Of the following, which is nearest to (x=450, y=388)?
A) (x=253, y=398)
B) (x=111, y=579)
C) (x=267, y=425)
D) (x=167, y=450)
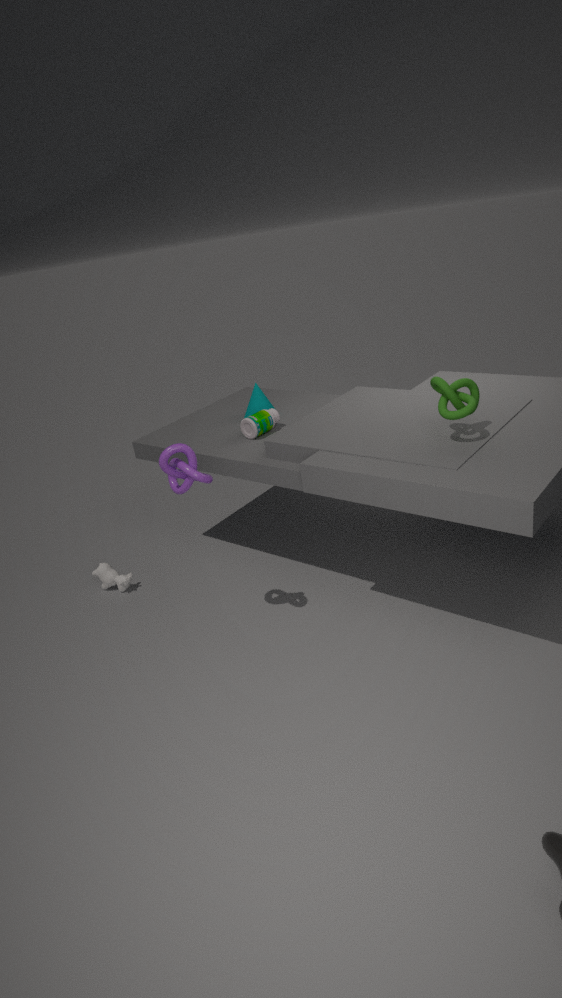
(x=267, y=425)
